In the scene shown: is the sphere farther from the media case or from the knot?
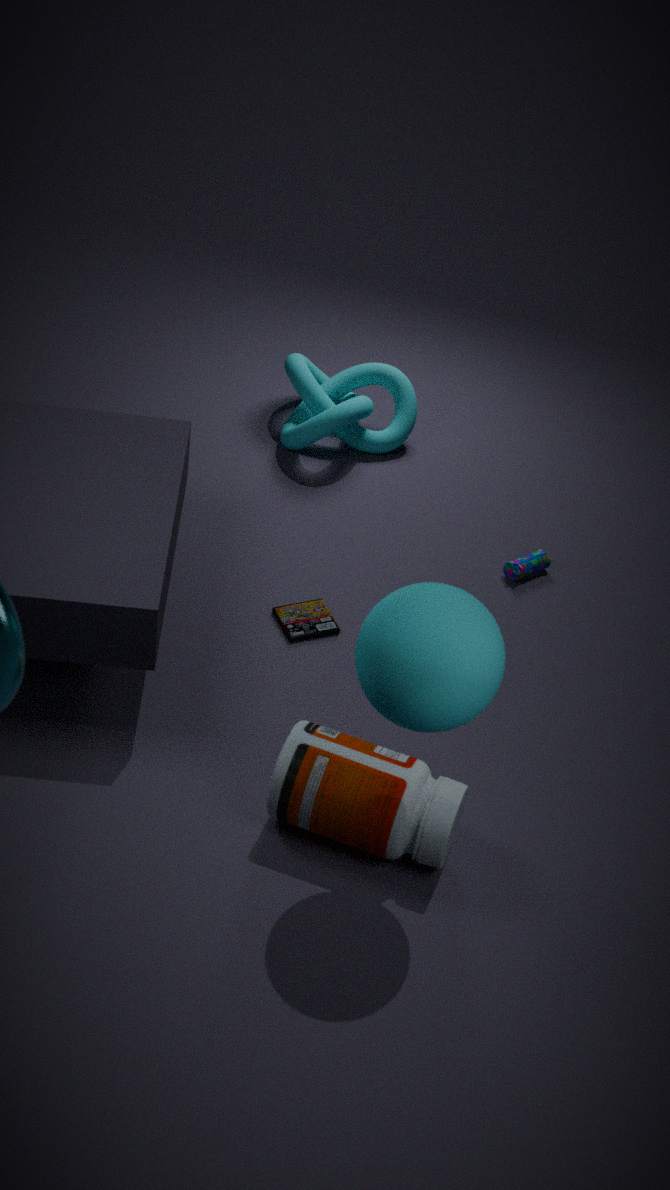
the knot
